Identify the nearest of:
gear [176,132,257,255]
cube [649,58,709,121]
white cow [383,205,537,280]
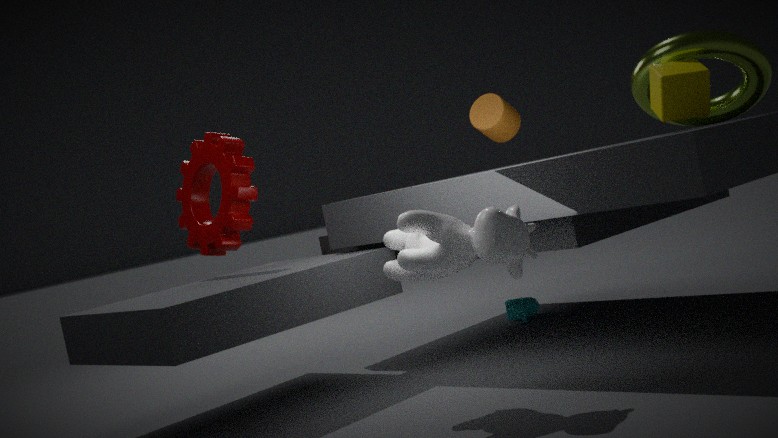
white cow [383,205,537,280]
